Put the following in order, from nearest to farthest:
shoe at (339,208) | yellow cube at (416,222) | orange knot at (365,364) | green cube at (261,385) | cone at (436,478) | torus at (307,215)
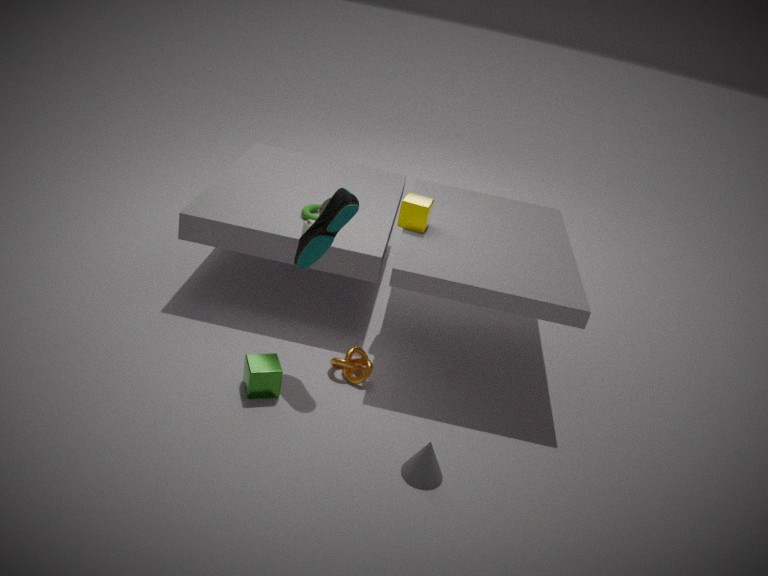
1. cone at (436,478)
2. shoe at (339,208)
3. green cube at (261,385)
4. orange knot at (365,364)
5. yellow cube at (416,222)
6. torus at (307,215)
